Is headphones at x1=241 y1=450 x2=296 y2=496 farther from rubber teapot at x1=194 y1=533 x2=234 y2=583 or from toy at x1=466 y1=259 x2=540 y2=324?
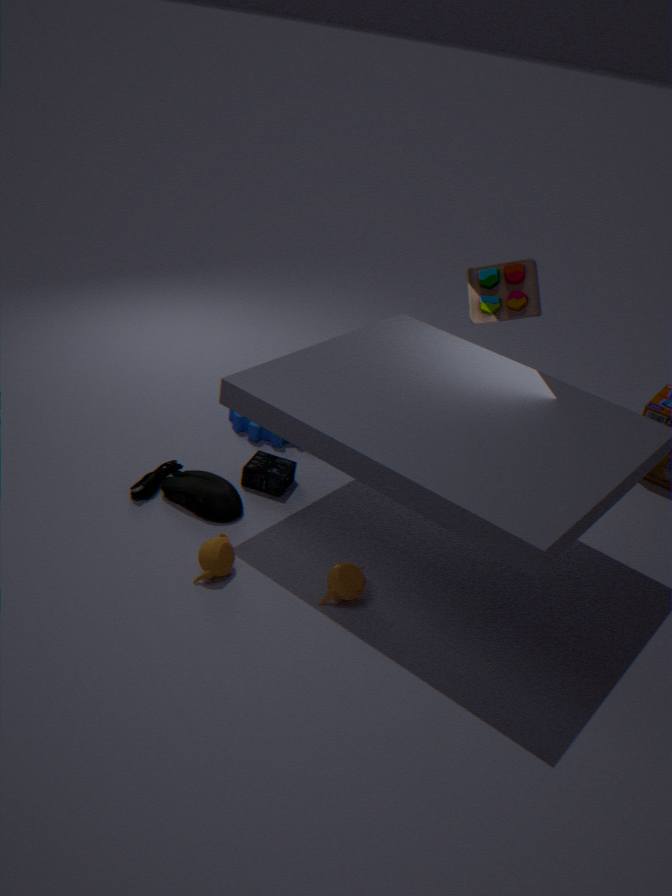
toy at x1=466 y1=259 x2=540 y2=324
